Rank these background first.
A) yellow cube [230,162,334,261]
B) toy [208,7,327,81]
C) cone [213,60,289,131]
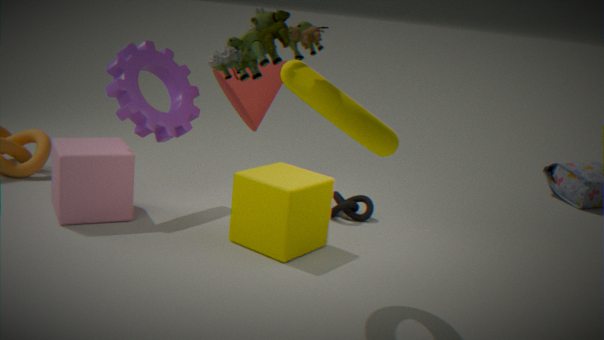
cone [213,60,289,131], yellow cube [230,162,334,261], toy [208,7,327,81]
